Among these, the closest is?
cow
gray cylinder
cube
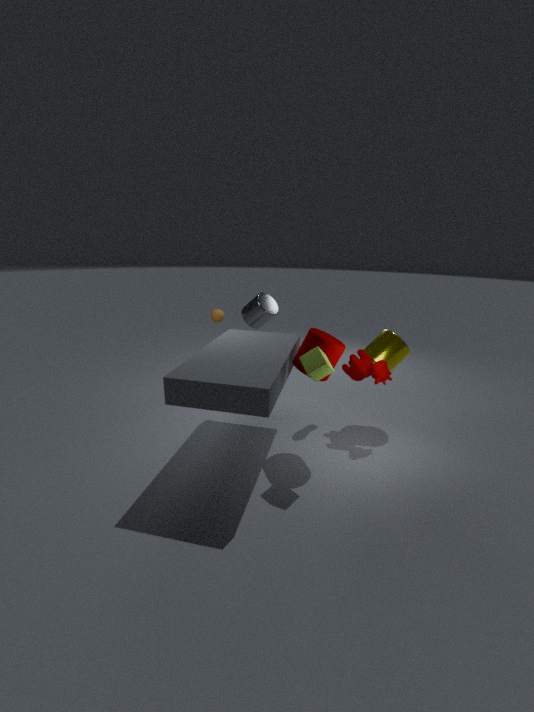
cube
